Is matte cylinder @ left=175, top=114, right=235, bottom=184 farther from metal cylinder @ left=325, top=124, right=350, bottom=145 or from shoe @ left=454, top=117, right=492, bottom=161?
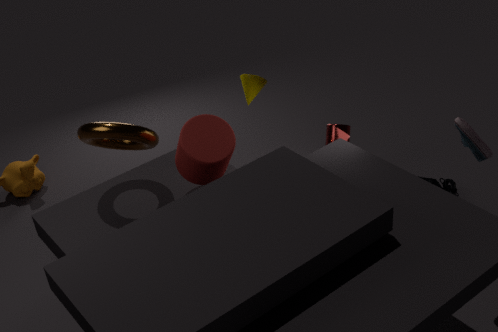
shoe @ left=454, top=117, right=492, bottom=161
